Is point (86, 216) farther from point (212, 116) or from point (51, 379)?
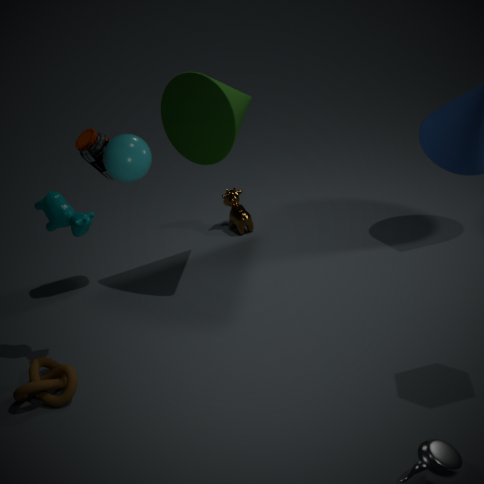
point (212, 116)
